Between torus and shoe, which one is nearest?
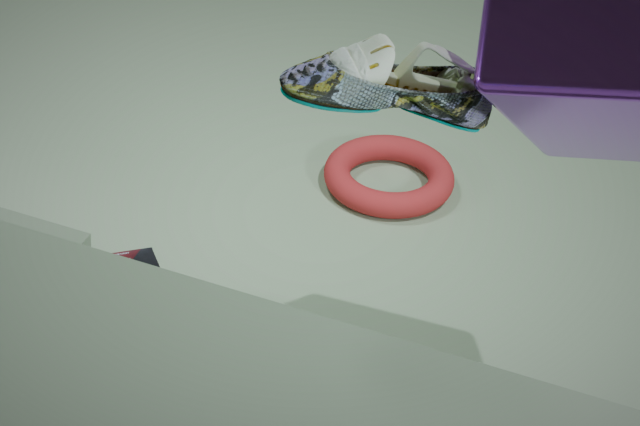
shoe
